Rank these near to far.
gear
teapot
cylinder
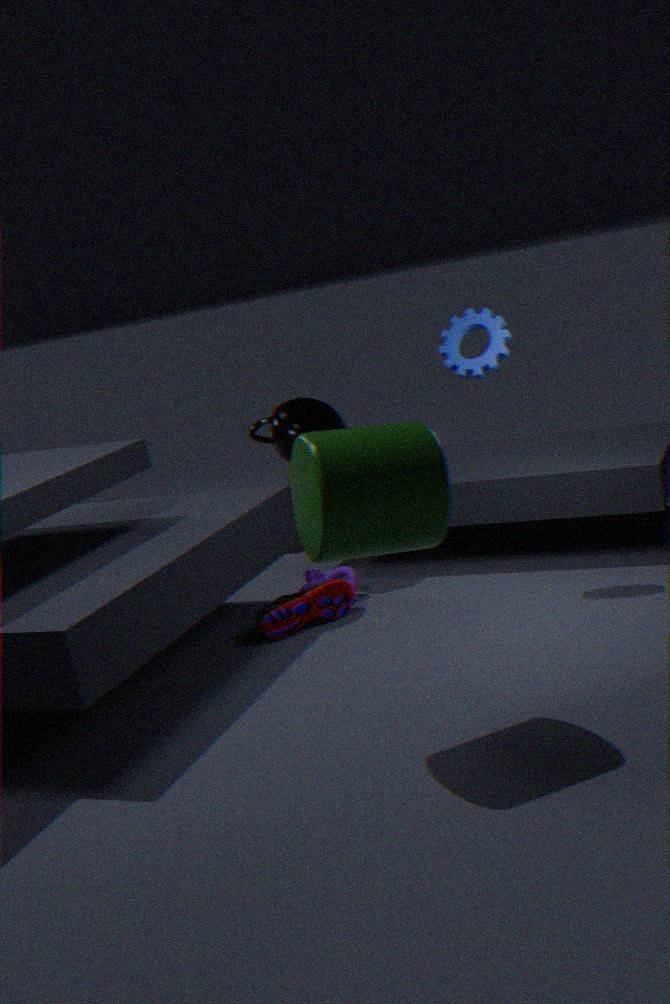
cylinder
gear
teapot
